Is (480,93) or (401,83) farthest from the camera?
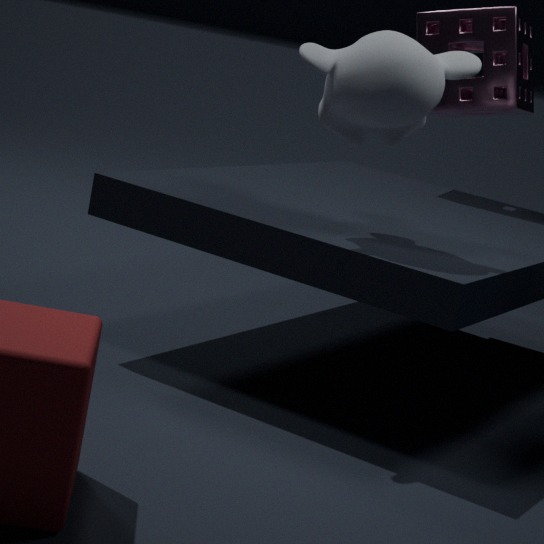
(480,93)
